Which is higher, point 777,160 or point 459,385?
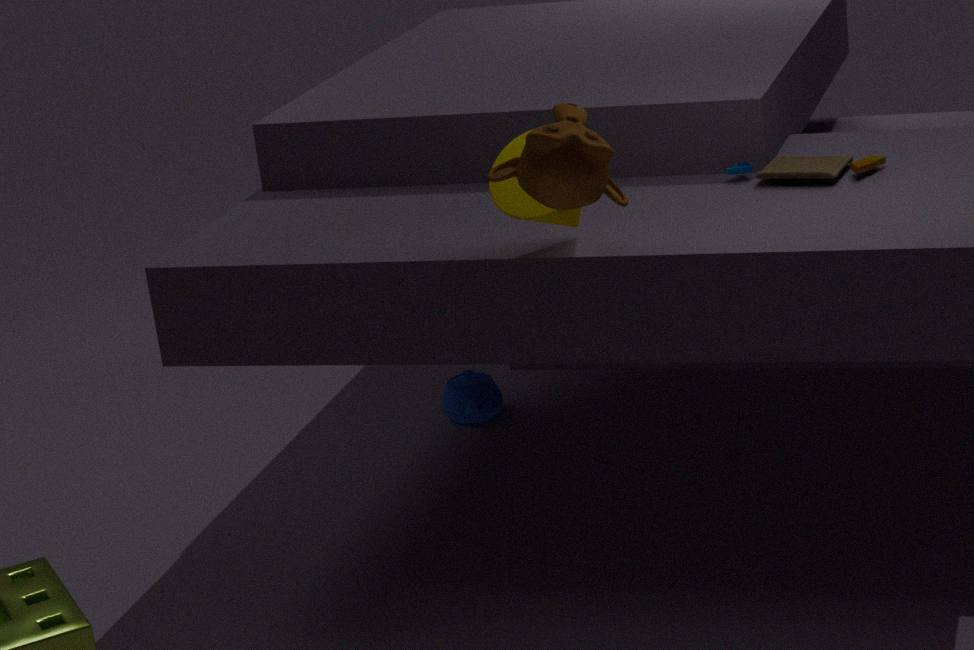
point 777,160
